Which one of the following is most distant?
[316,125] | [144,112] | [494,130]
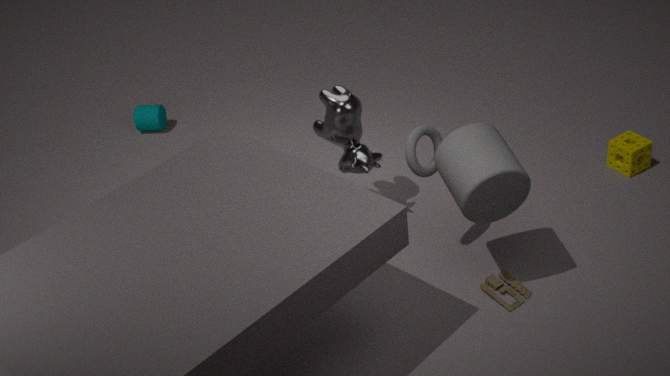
[144,112]
